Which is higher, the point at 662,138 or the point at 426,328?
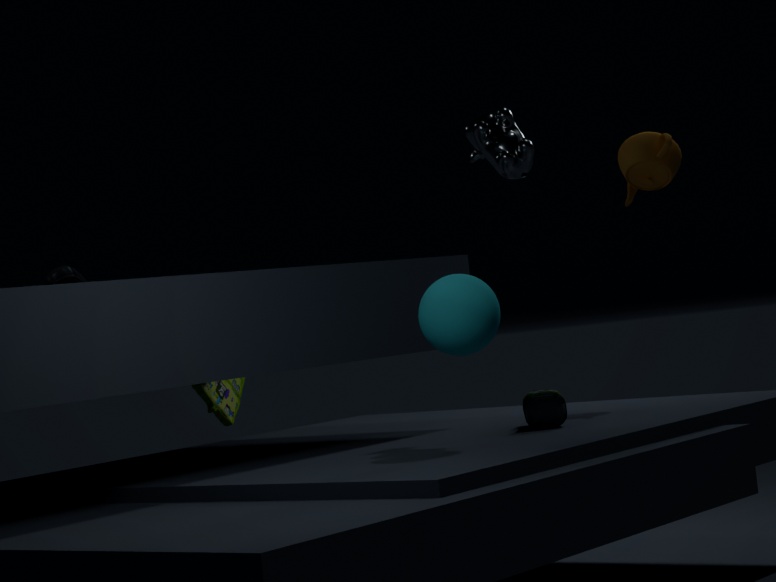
the point at 662,138
